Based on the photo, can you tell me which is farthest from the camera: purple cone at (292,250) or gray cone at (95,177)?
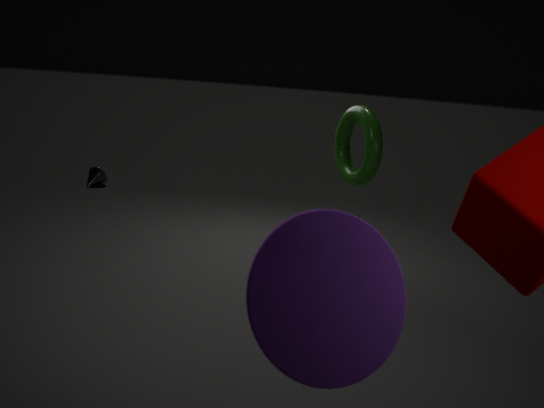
gray cone at (95,177)
